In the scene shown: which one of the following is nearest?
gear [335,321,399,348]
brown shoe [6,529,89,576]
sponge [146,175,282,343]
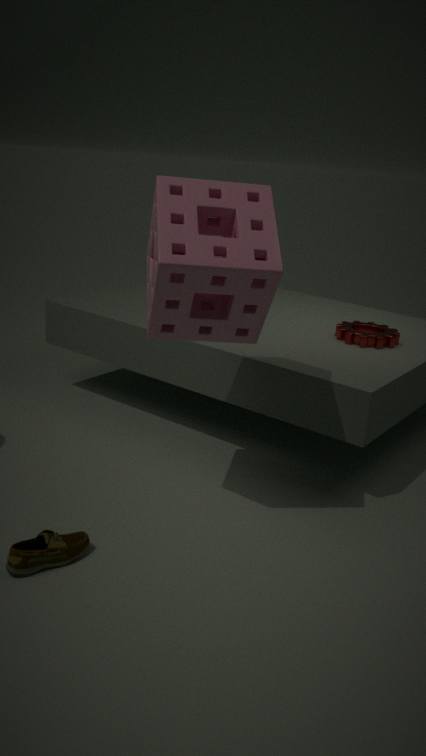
brown shoe [6,529,89,576]
